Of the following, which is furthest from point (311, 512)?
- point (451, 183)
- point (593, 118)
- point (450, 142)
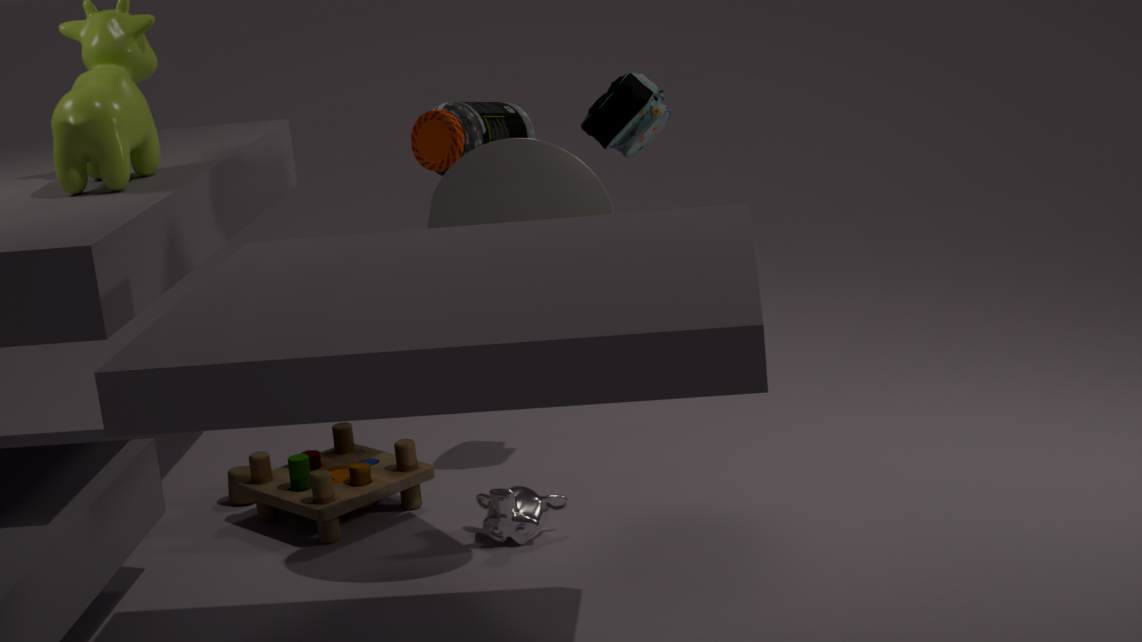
point (593, 118)
